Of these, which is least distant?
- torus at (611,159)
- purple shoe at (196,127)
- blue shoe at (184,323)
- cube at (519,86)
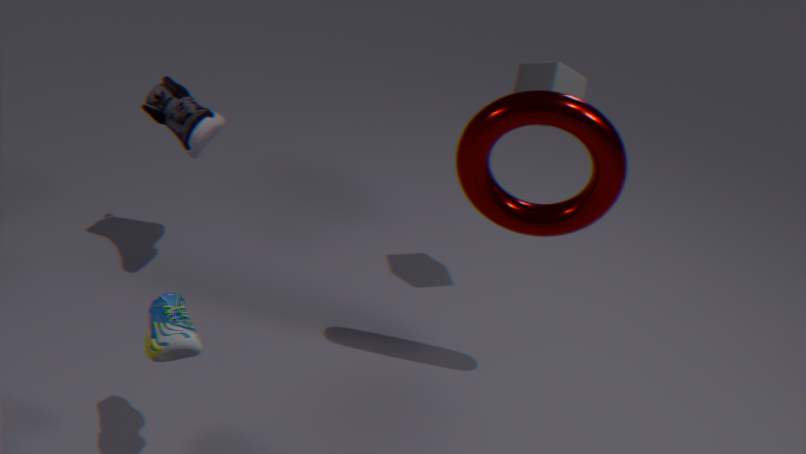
blue shoe at (184,323)
